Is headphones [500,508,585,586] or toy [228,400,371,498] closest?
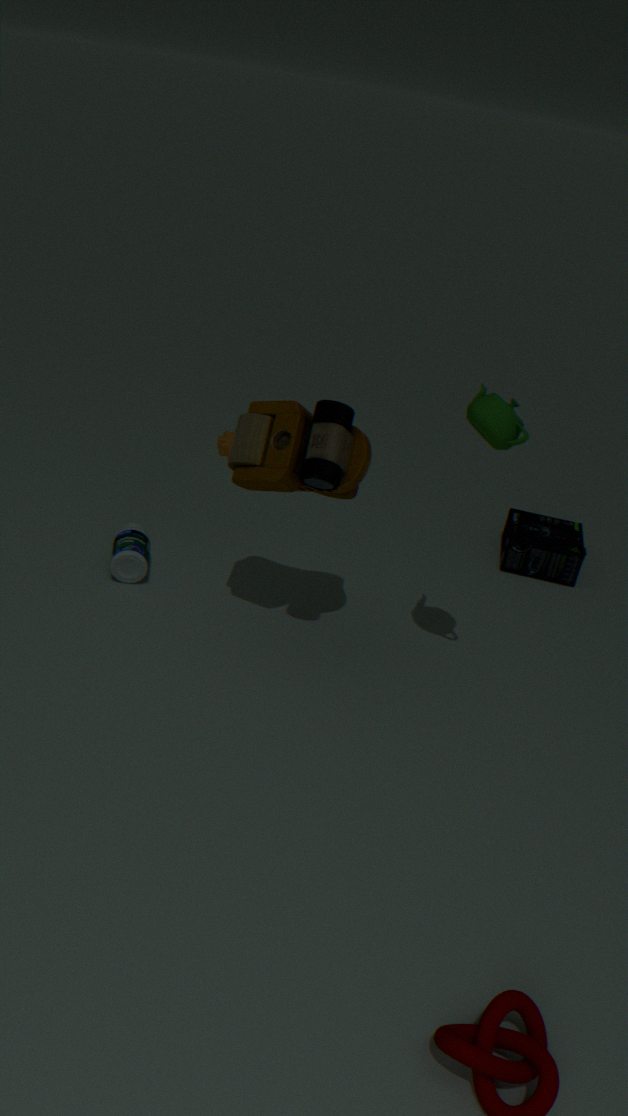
toy [228,400,371,498]
